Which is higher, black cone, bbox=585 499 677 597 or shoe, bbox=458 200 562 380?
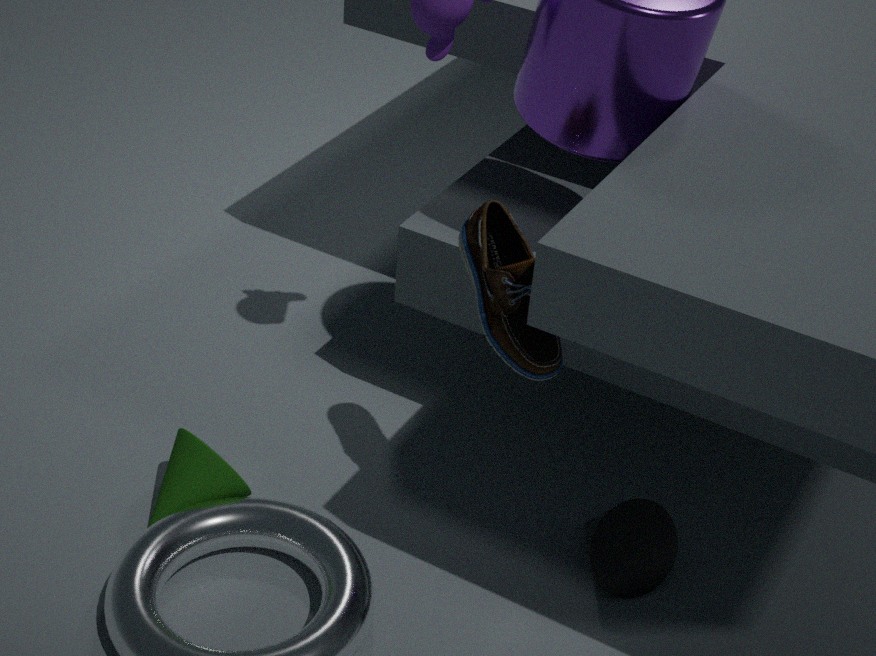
shoe, bbox=458 200 562 380
